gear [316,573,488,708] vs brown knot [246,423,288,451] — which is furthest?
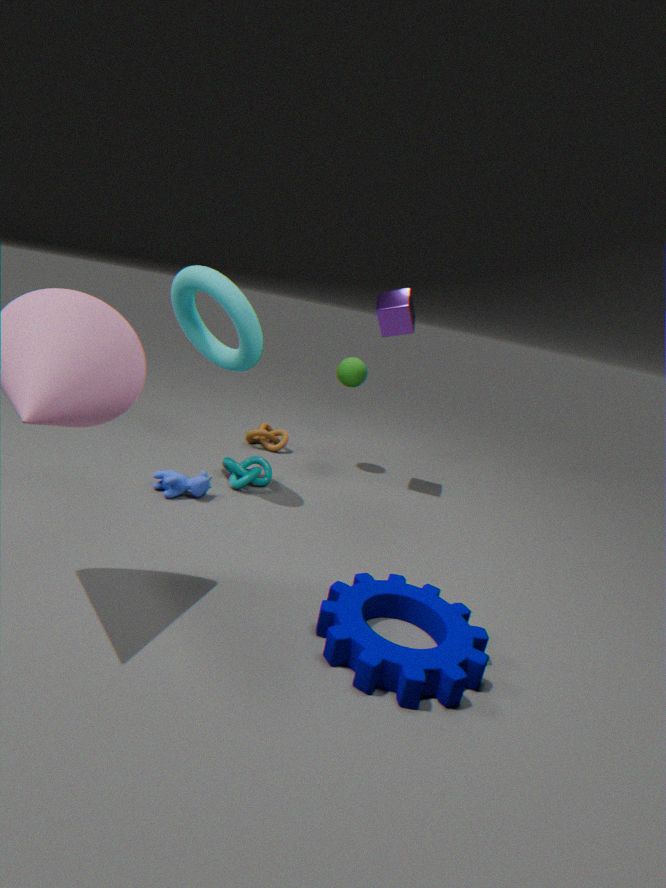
brown knot [246,423,288,451]
